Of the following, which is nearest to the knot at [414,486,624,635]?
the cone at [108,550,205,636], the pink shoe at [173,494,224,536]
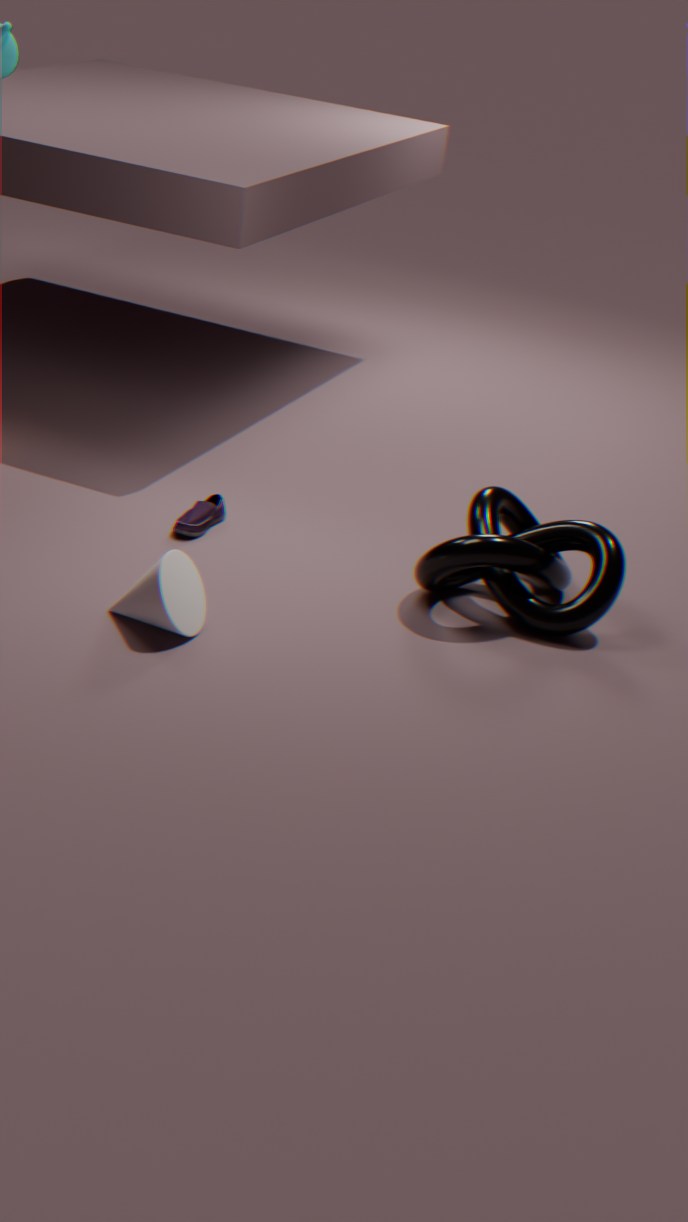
the cone at [108,550,205,636]
